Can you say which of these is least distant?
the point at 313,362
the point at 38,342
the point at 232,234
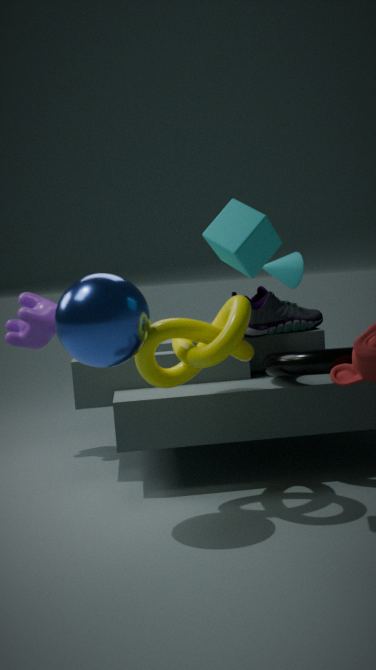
the point at 232,234
